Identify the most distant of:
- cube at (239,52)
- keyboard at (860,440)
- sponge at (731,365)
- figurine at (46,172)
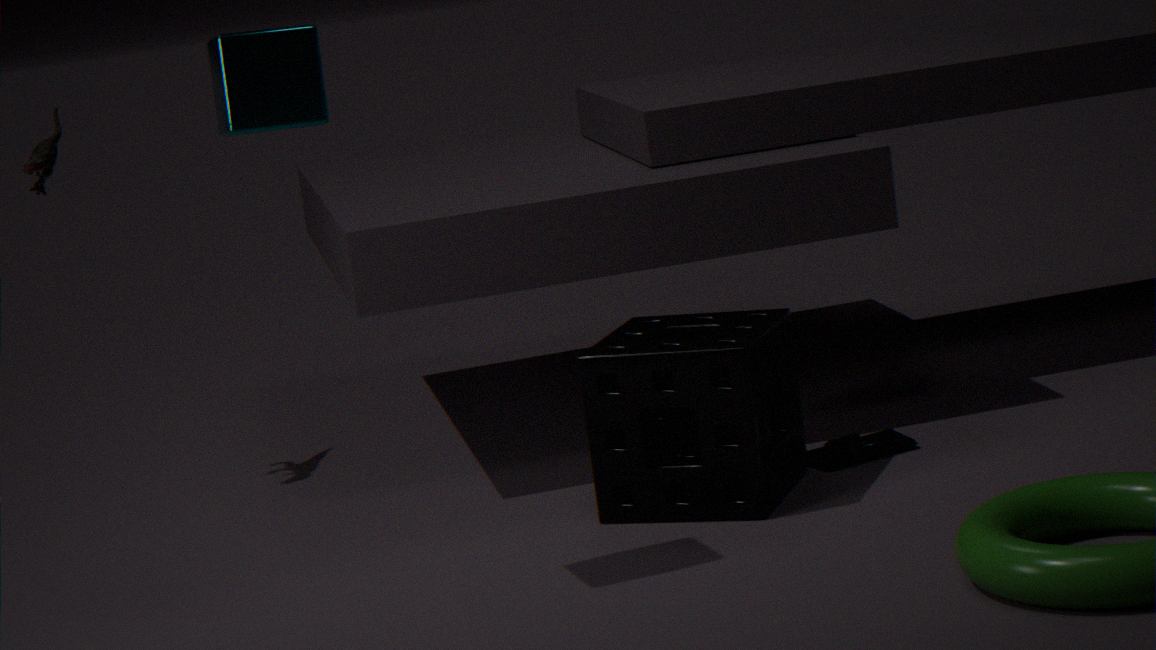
figurine at (46,172)
